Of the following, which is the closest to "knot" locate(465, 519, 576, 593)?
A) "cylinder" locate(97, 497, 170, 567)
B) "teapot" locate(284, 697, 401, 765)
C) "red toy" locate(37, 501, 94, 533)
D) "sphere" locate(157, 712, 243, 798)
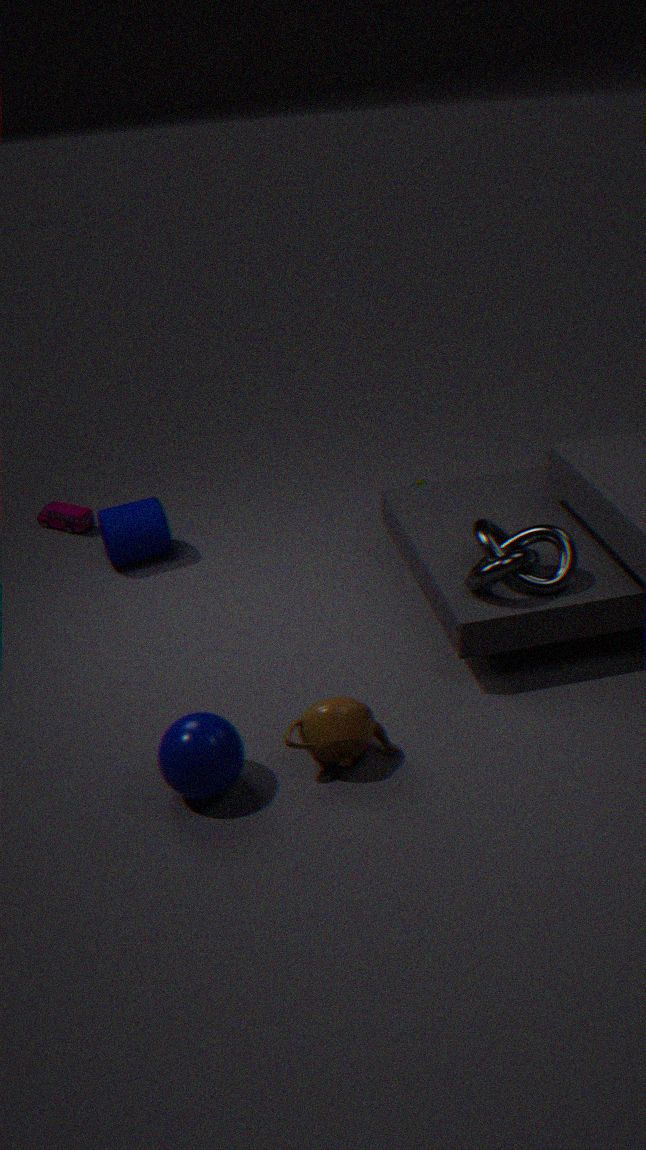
"teapot" locate(284, 697, 401, 765)
